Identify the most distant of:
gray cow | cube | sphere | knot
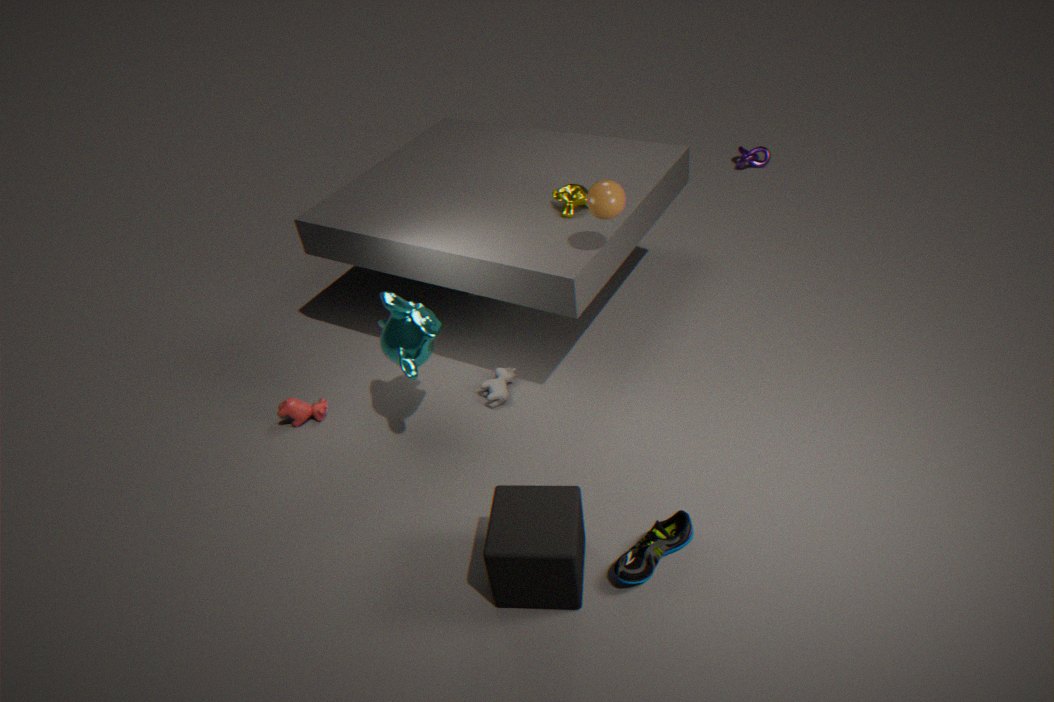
knot
